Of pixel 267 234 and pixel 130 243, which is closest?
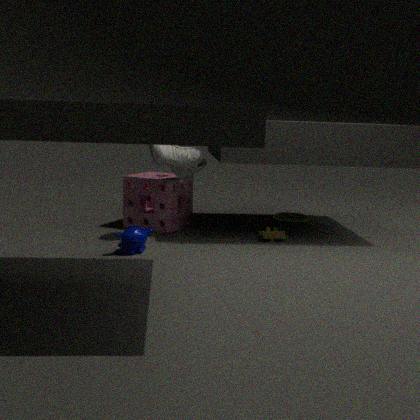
pixel 130 243
